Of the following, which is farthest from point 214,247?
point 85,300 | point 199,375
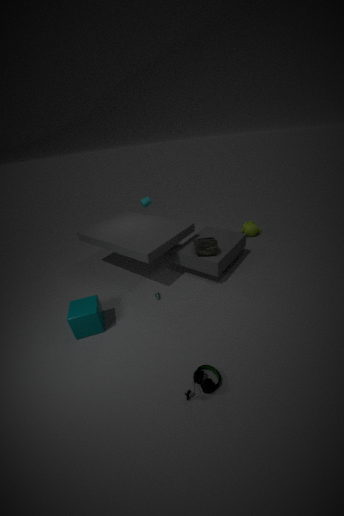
point 85,300
